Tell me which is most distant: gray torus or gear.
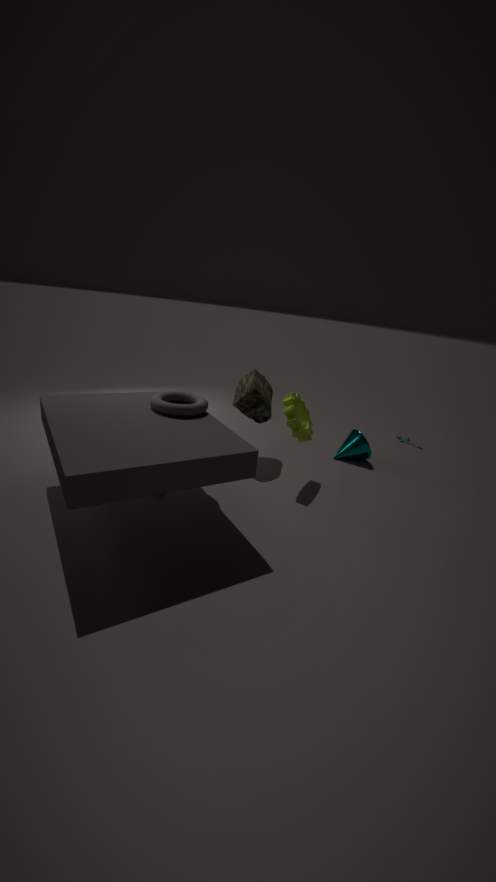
gear
